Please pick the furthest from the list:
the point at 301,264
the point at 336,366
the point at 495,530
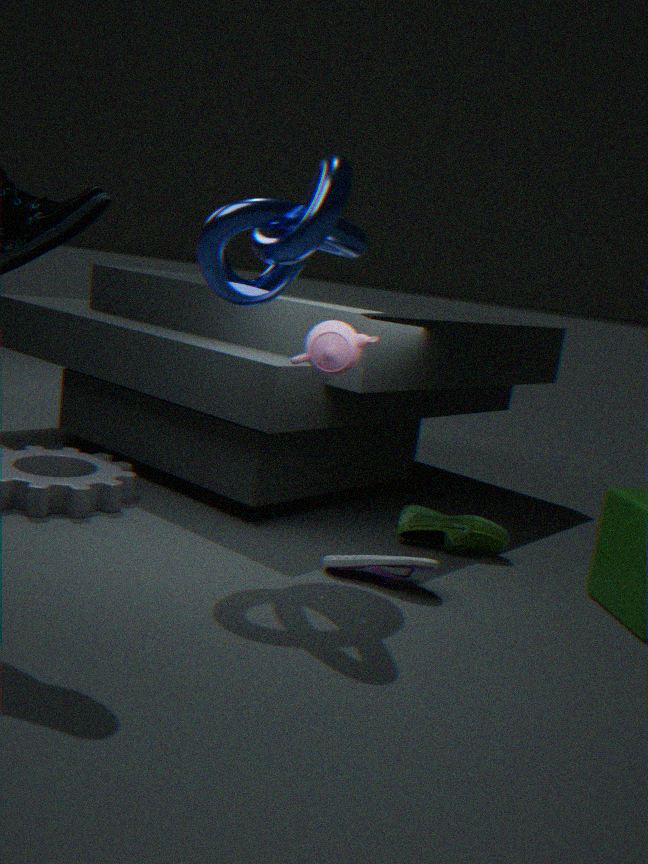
the point at 495,530
